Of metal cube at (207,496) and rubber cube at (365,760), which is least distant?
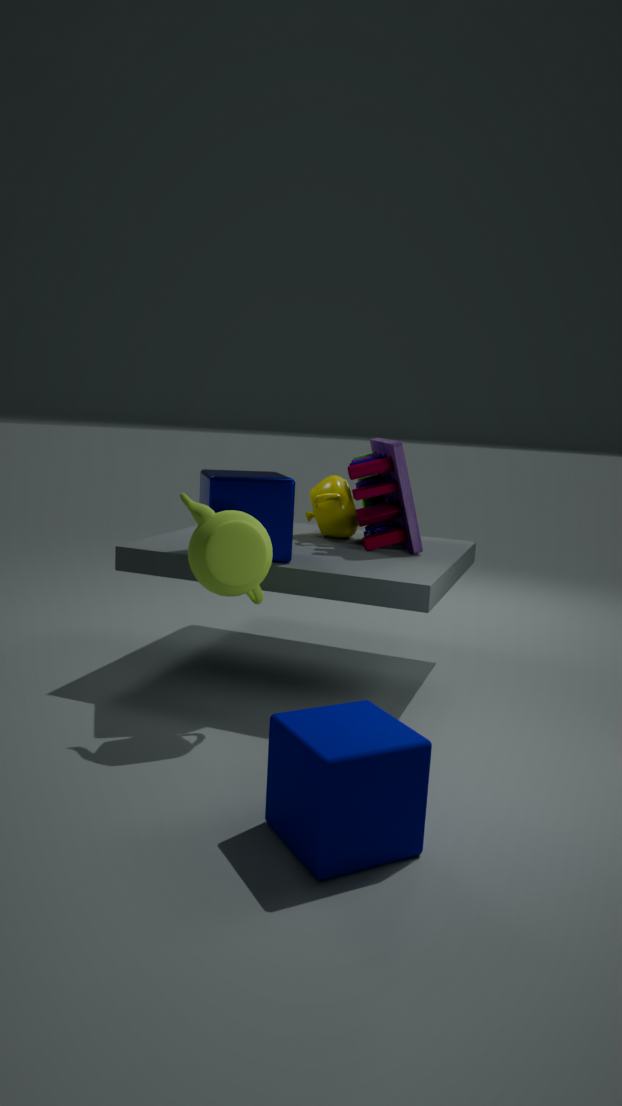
A: rubber cube at (365,760)
